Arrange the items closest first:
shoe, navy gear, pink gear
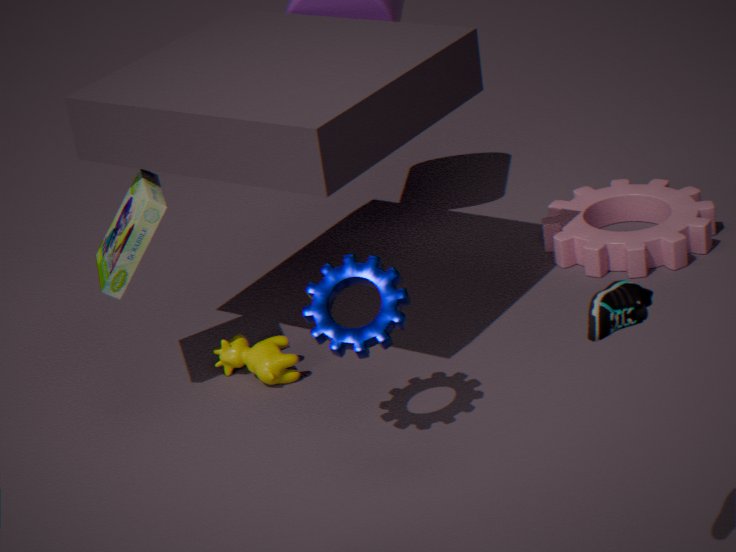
1. shoe
2. navy gear
3. pink gear
